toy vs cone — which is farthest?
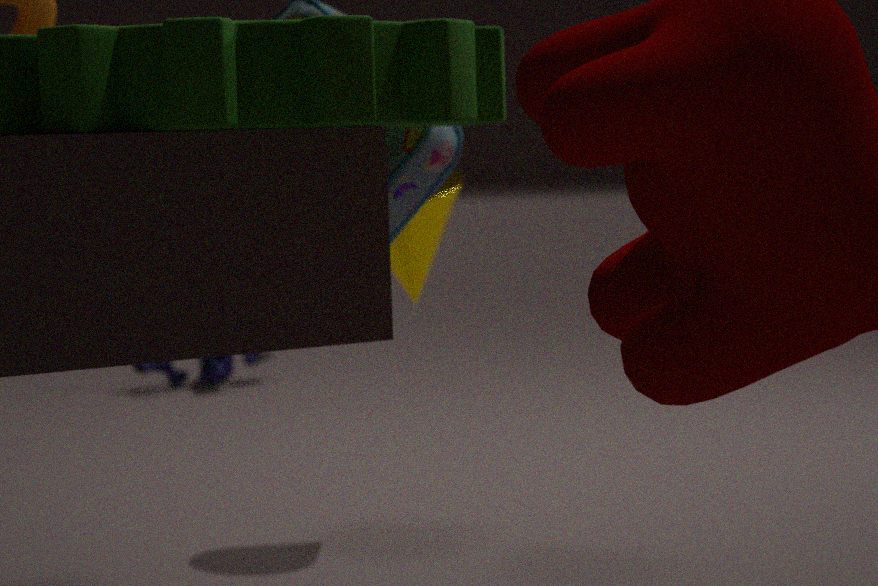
toy
